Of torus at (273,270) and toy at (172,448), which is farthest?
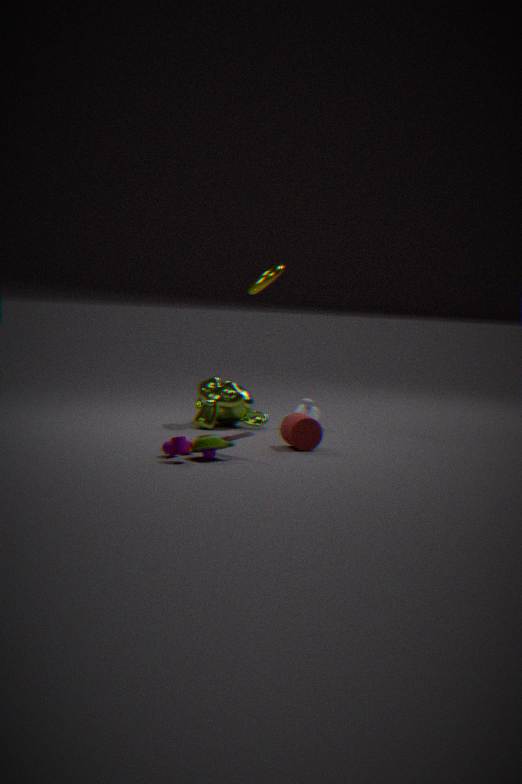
torus at (273,270)
